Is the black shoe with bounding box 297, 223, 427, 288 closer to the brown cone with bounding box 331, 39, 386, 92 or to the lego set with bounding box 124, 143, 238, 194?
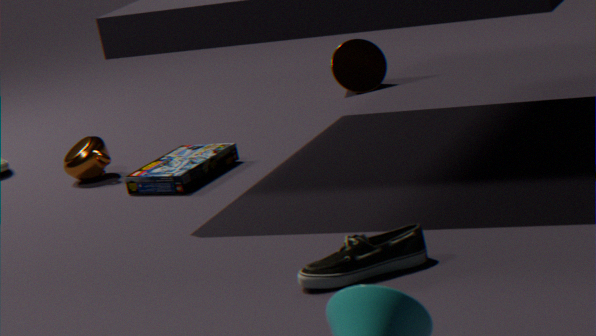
the lego set with bounding box 124, 143, 238, 194
